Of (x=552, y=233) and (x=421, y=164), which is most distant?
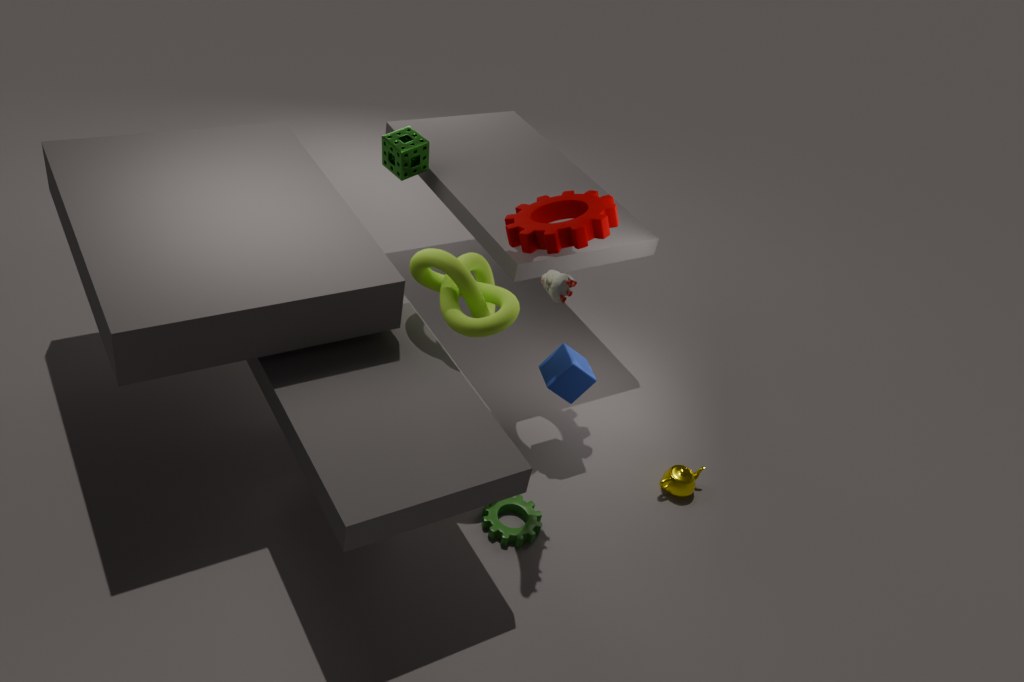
(x=421, y=164)
